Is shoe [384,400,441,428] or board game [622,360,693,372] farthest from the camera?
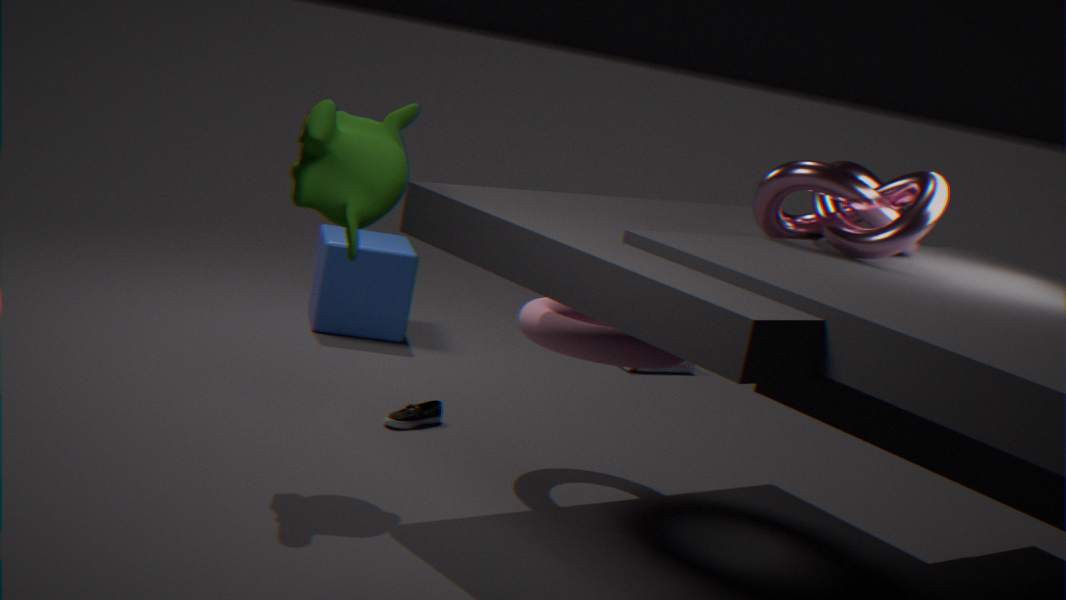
board game [622,360,693,372]
